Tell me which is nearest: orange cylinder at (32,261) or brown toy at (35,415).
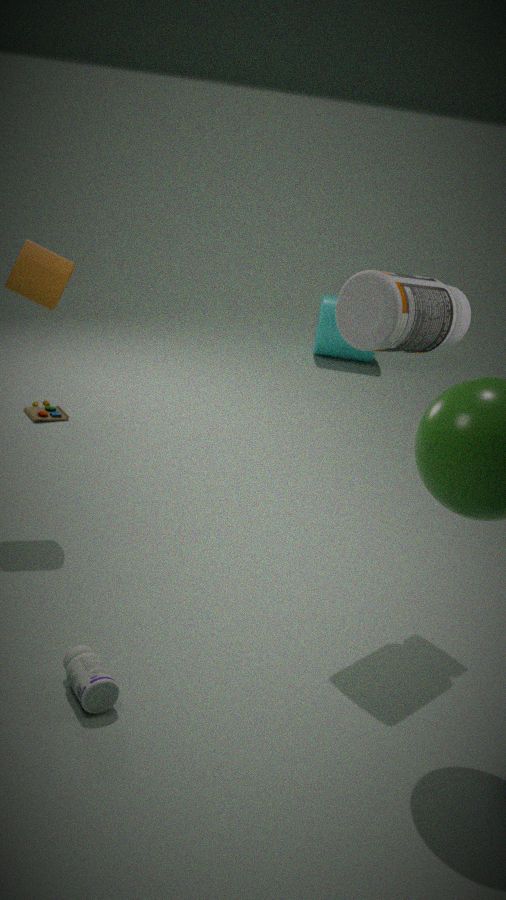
orange cylinder at (32,261)
